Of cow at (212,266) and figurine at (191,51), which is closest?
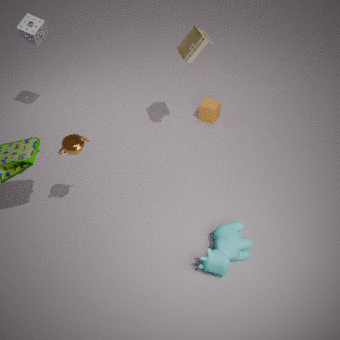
cow at (212,266)
